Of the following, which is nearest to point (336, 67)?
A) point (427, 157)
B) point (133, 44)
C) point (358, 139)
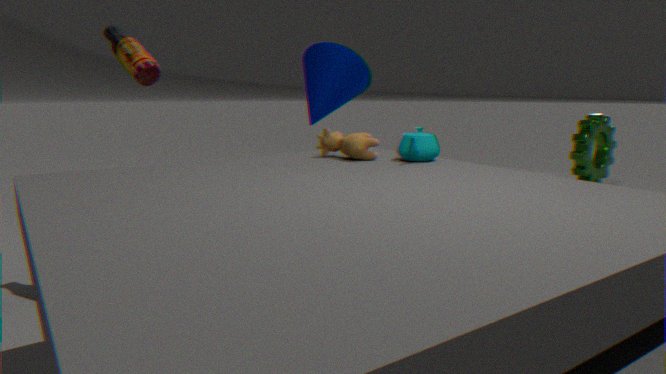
point (358, 139)
